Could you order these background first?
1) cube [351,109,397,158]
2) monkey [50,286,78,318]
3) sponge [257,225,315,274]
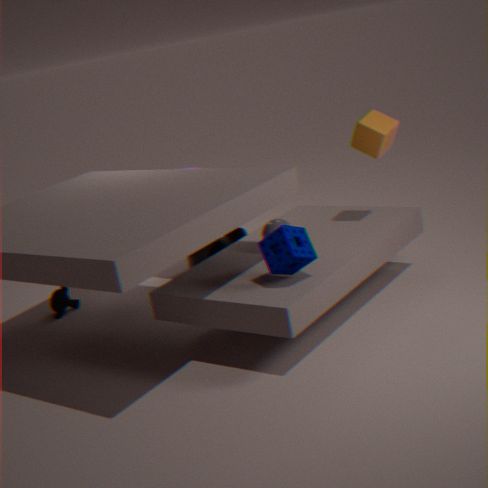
2. monkey [50,286,78,318], 1. cube [351,109,397,158], 3. sponge [257,225,315,274]
